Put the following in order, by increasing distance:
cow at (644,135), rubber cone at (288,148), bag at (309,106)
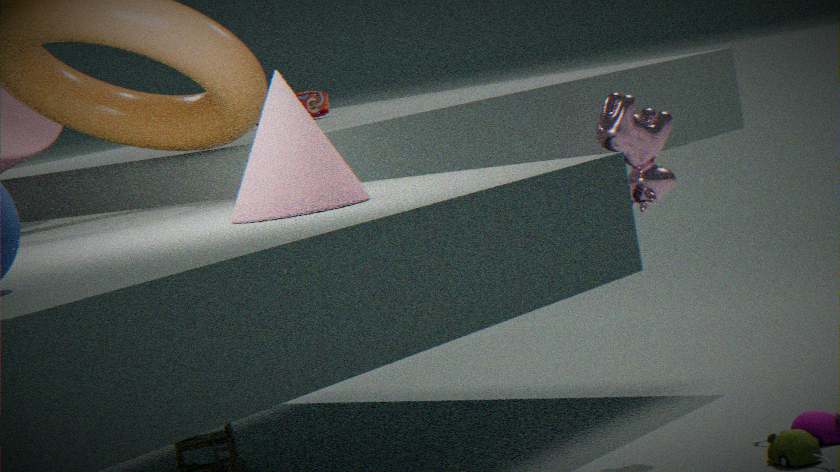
rubber cone at (288,148) → cow at (644,135) → bag at (309,106)
